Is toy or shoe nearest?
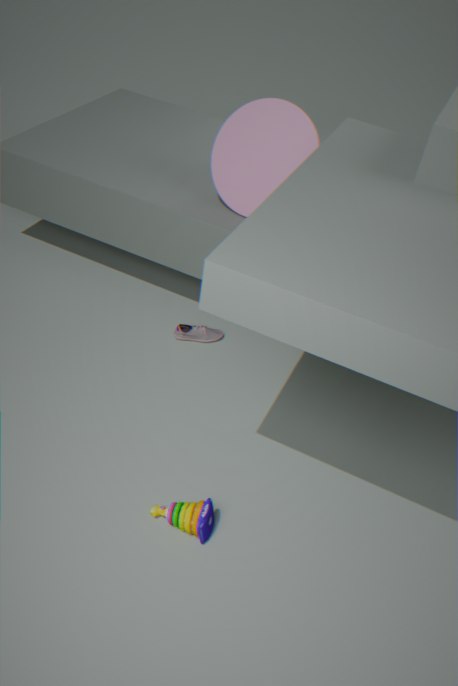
toy
